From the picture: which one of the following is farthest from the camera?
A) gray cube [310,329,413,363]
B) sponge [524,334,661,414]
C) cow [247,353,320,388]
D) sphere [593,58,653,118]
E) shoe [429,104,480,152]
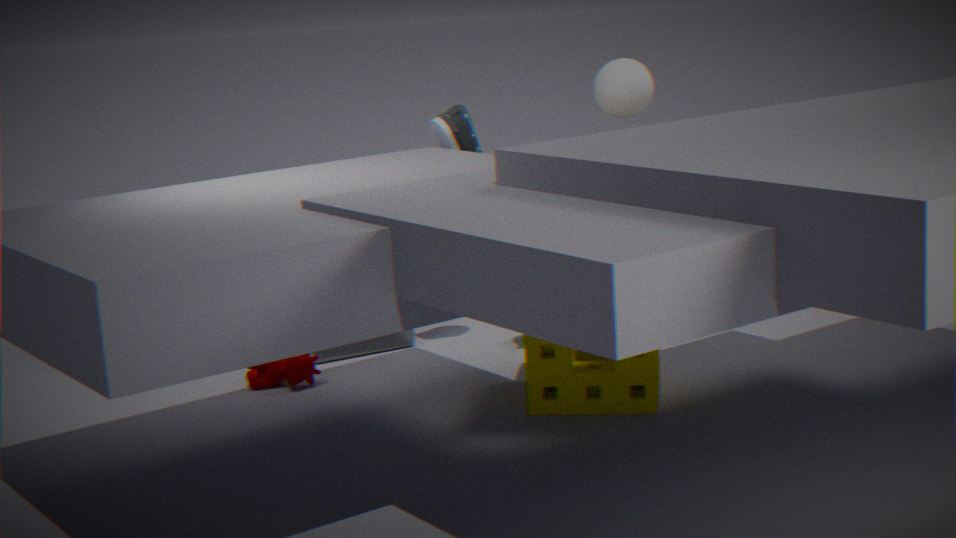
gray cube [310,329,413,363]
